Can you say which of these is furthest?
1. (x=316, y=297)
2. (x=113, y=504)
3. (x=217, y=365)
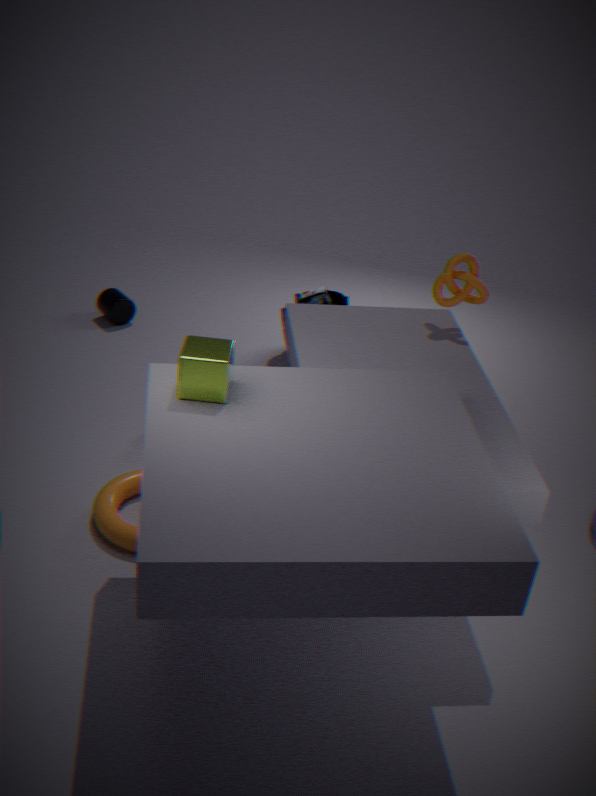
(x=316, y=297)
